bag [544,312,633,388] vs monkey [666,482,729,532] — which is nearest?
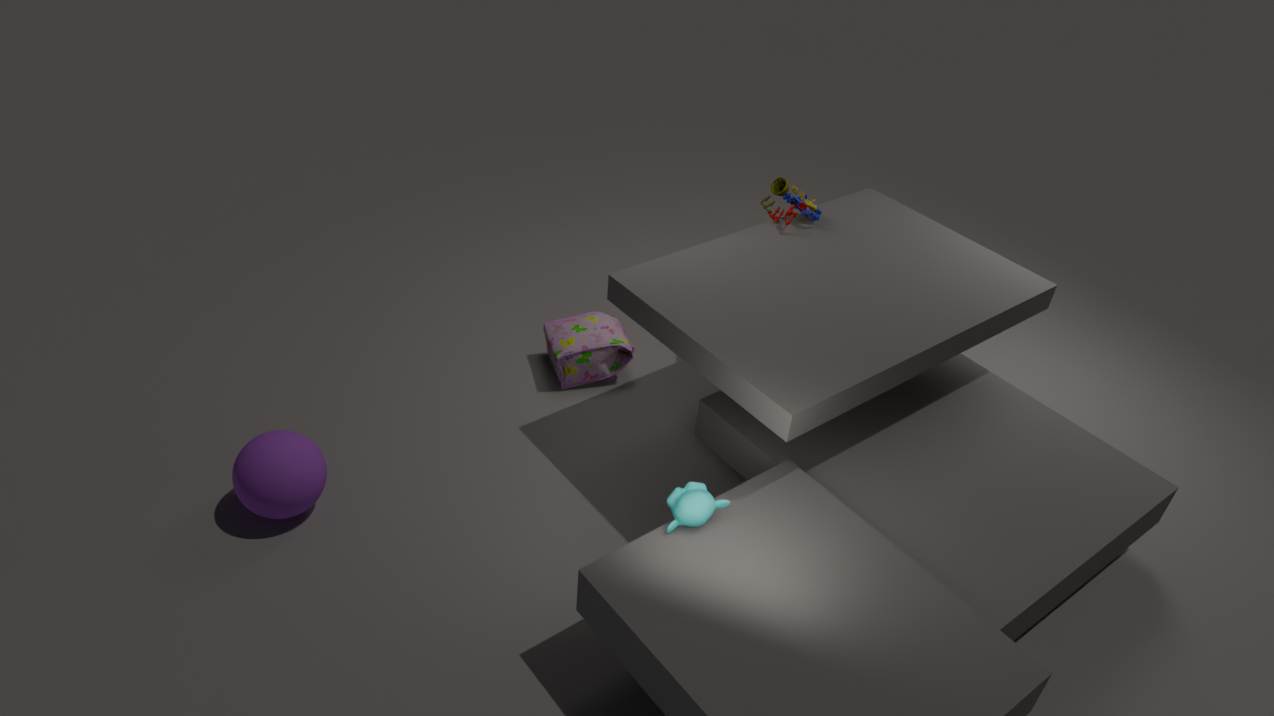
monkey [666,482,729,532]
